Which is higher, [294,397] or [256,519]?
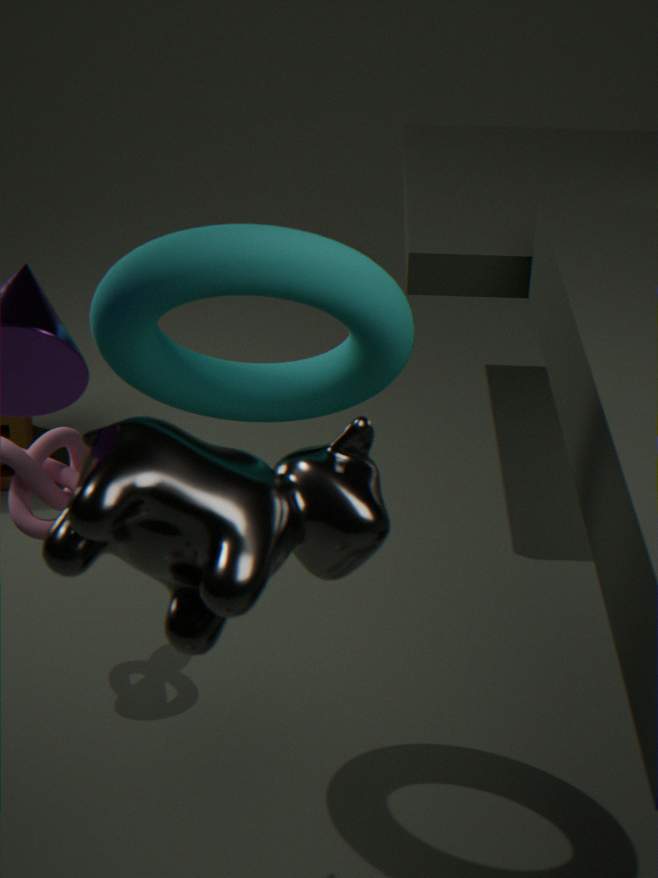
[294,397]
